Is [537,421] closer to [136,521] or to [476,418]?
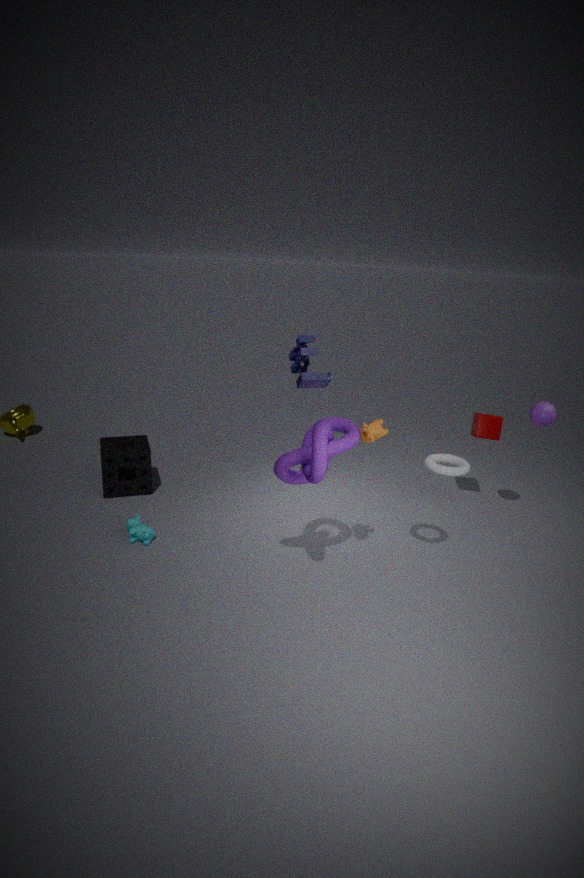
[476,418]
